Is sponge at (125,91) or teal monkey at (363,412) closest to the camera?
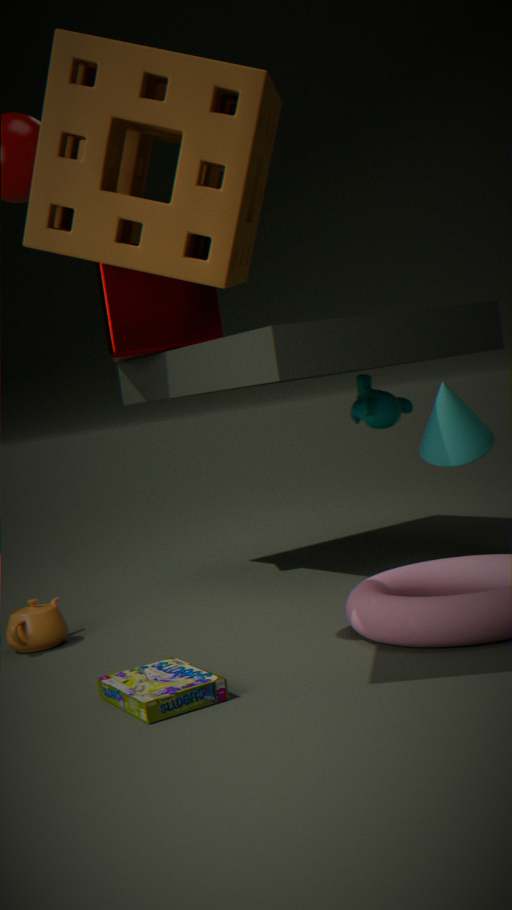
sponge at (125,91)
